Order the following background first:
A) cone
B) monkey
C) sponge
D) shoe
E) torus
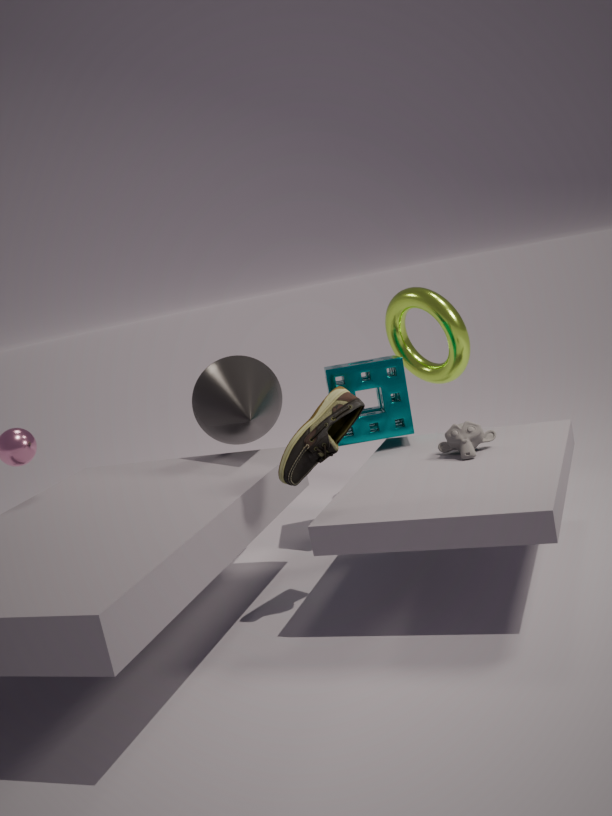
1. torus
2. sponge
3. cone
4. monkey
5. shoe
